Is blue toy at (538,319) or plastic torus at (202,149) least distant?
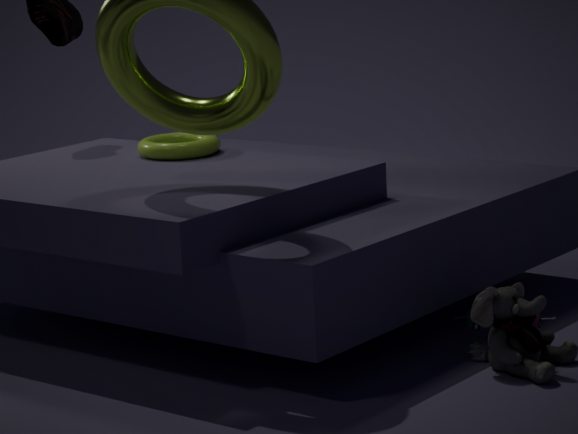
blue toy at (538,319)
